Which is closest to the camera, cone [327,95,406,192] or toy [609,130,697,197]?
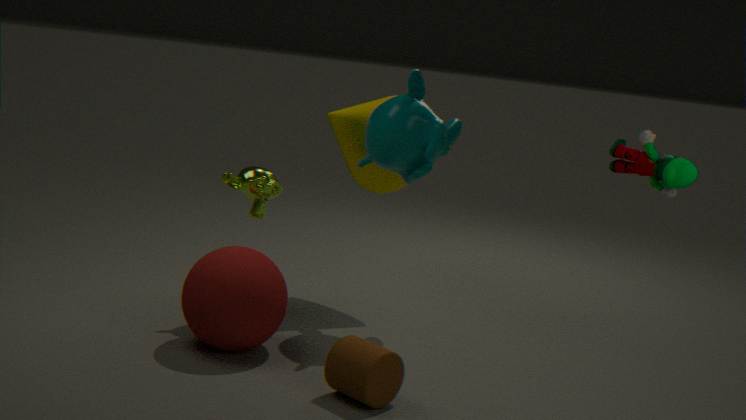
toy [609,130,697,197]
